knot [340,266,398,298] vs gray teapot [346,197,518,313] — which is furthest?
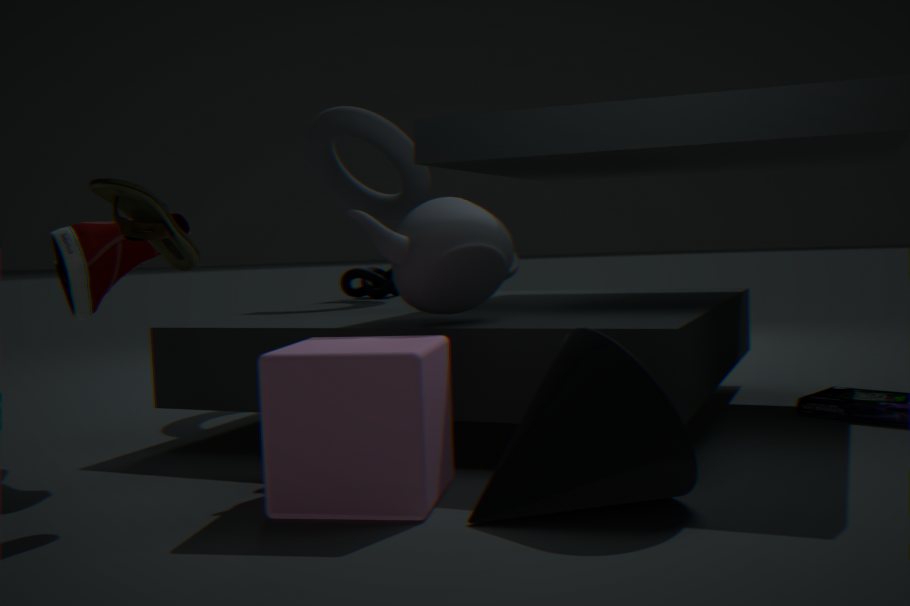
knot [340,266,398,298]
